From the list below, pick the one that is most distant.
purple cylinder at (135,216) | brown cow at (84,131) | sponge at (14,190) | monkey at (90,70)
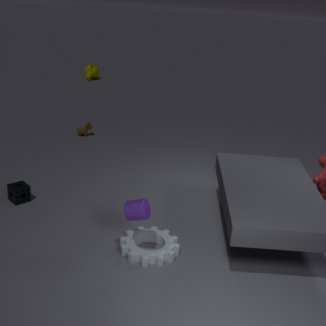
monkey at (90,70)
